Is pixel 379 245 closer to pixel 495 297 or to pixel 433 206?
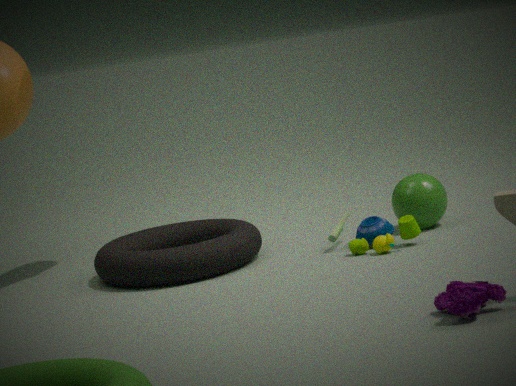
pixel 433 206
